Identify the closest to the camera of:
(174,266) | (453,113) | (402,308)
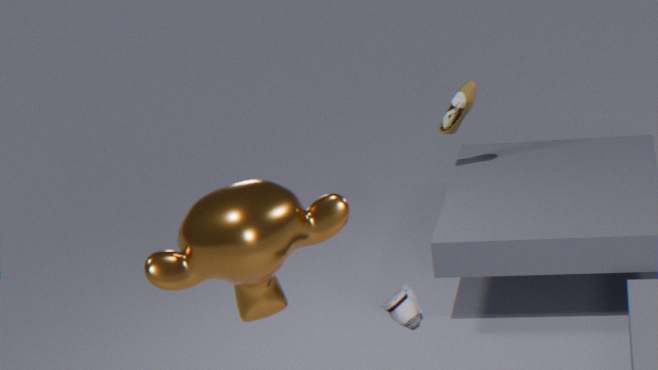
(174,266)
